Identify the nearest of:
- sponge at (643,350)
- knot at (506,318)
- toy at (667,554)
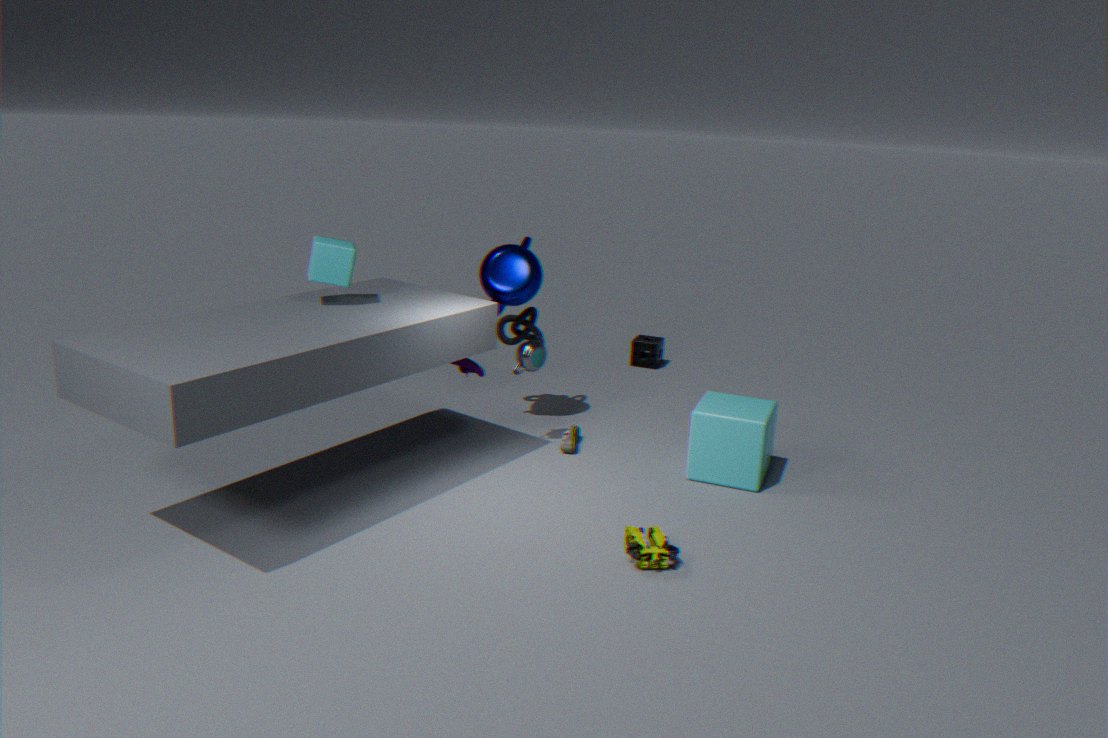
toy at (667,554)
